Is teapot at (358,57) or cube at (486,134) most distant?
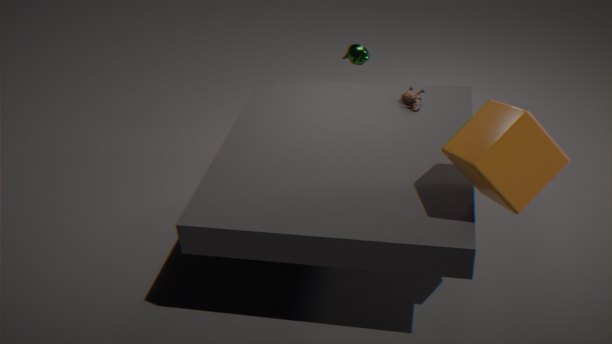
teapot at (358,57)
